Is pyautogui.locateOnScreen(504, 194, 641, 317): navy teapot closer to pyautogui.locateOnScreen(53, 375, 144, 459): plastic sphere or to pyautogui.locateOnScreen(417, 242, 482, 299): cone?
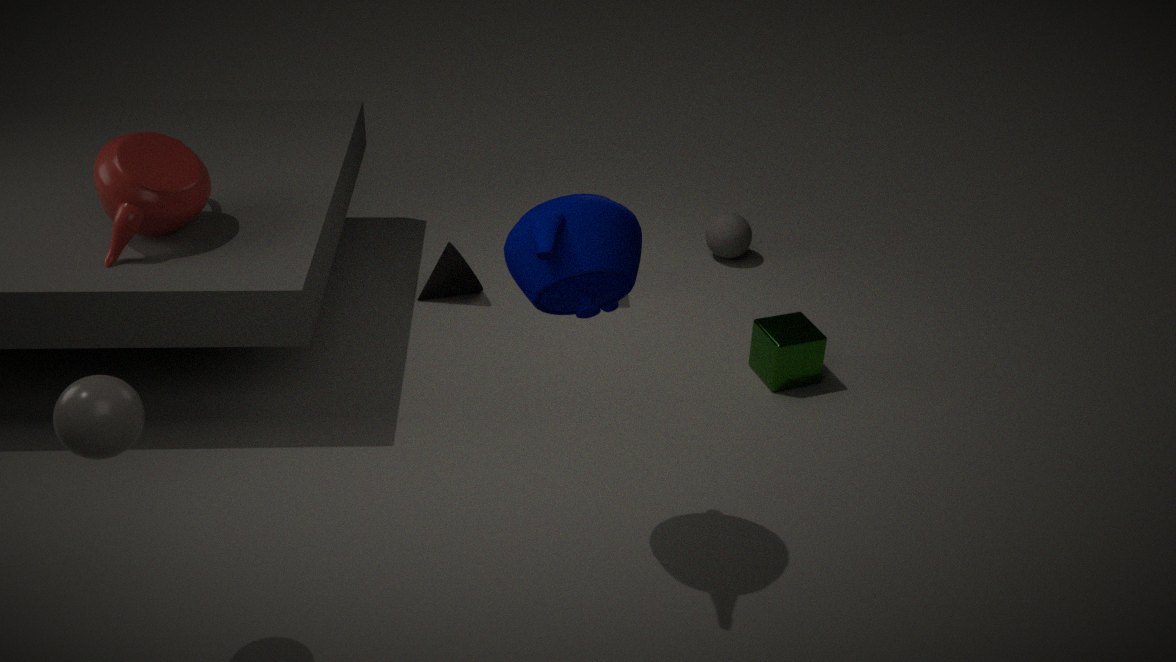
pyautogui.locateOnScreen(53, 375, 144, 459): plastic sphere
